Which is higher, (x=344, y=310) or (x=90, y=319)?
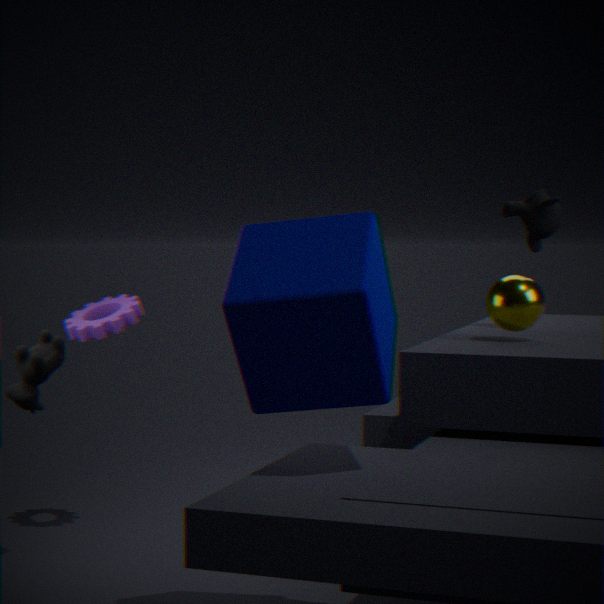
(x=344, y=310)
